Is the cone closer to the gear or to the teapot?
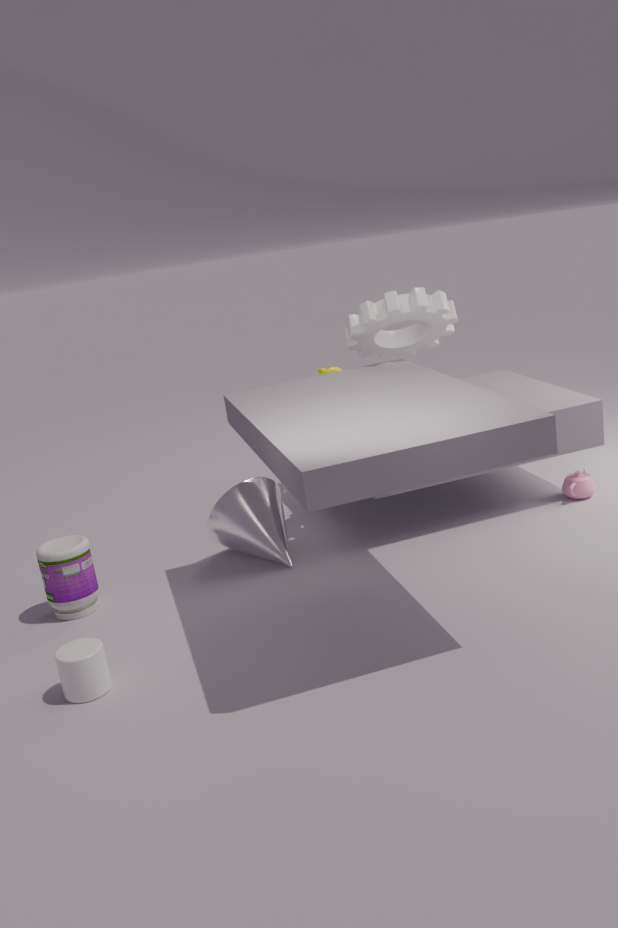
the gear
